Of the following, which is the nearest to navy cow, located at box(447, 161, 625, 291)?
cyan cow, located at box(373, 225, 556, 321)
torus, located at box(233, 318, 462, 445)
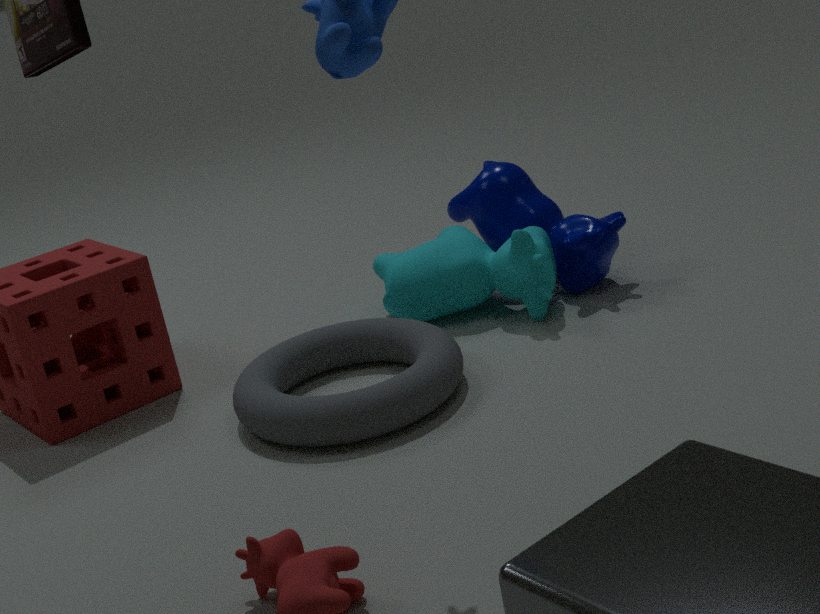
cyan cow, located at box(373, 225, 556, 321)
